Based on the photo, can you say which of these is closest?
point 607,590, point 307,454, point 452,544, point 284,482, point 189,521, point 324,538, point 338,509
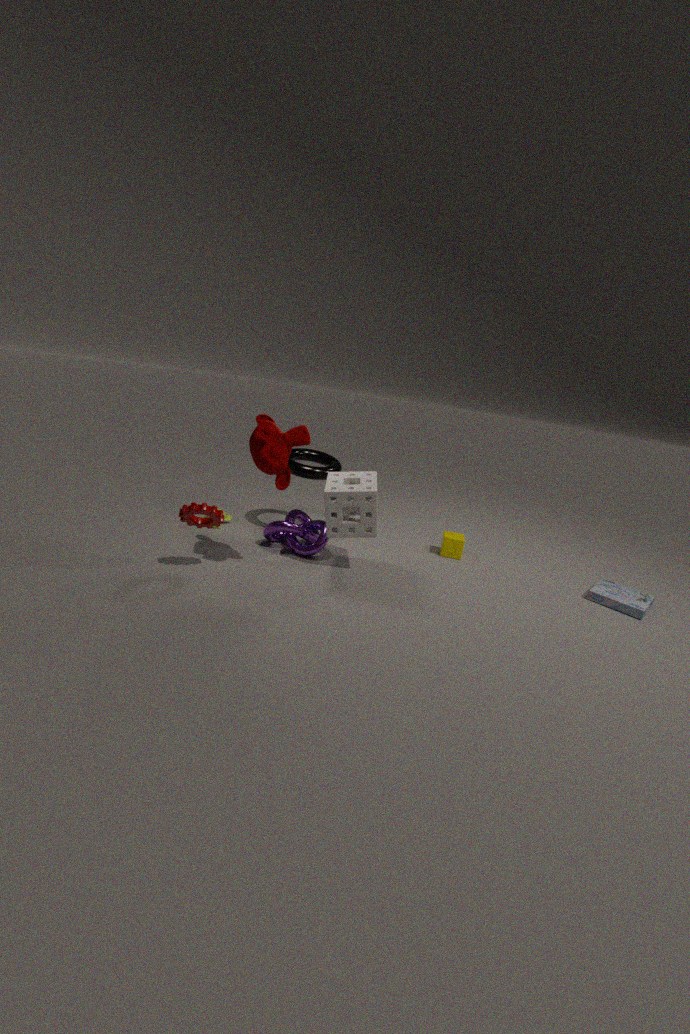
point 284,482
